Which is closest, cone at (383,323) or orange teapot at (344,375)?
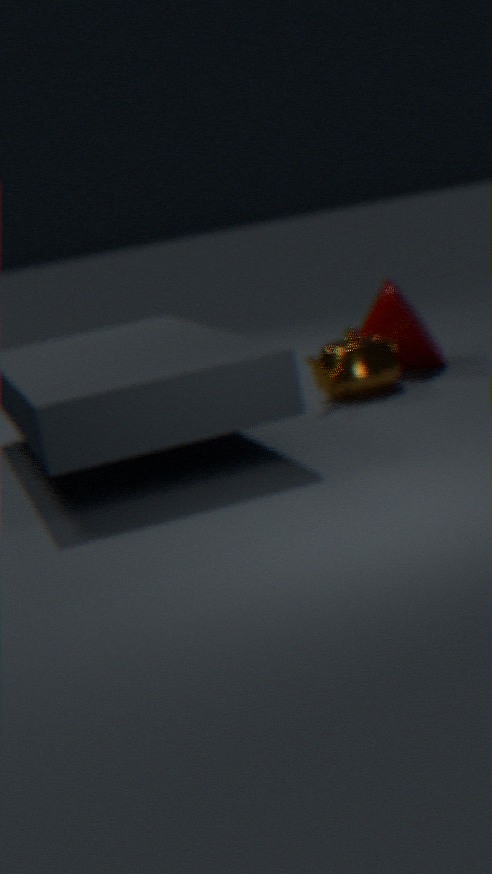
orange teapot at (344,375)
